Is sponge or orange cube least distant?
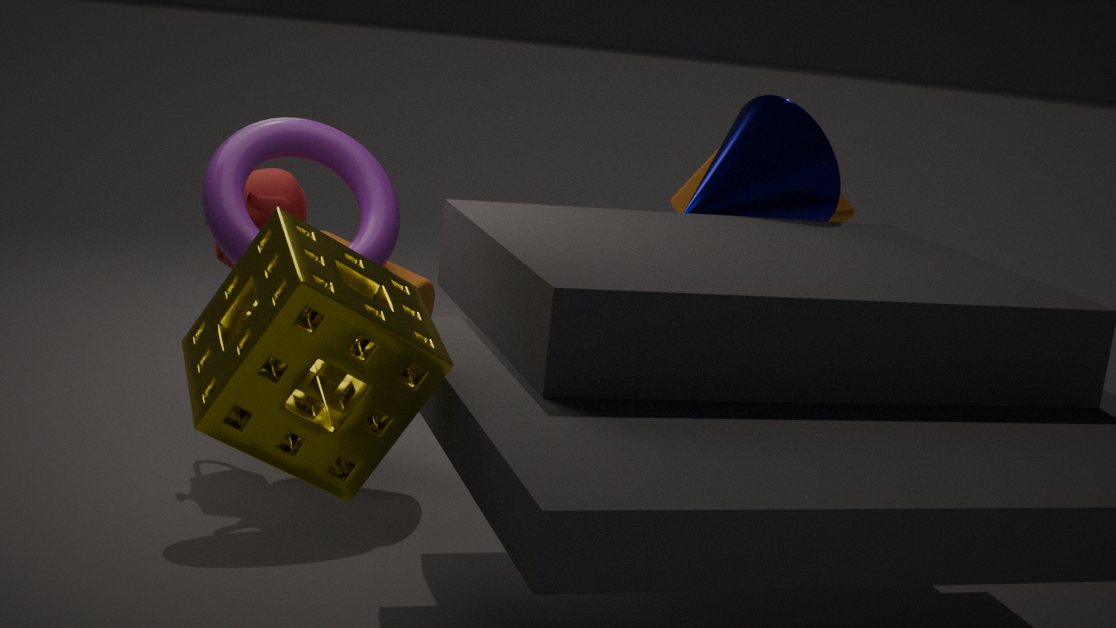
sponge
